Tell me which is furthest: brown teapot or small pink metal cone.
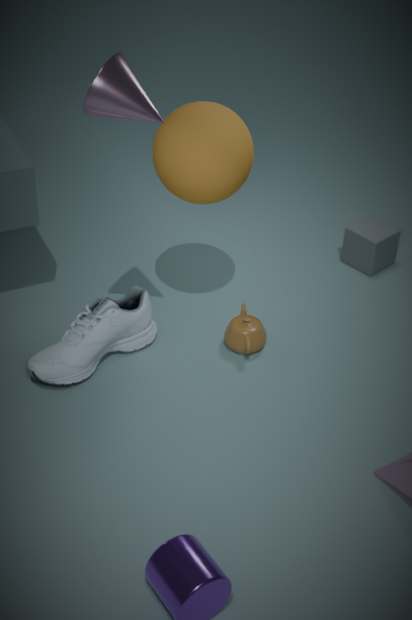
brown teapot
